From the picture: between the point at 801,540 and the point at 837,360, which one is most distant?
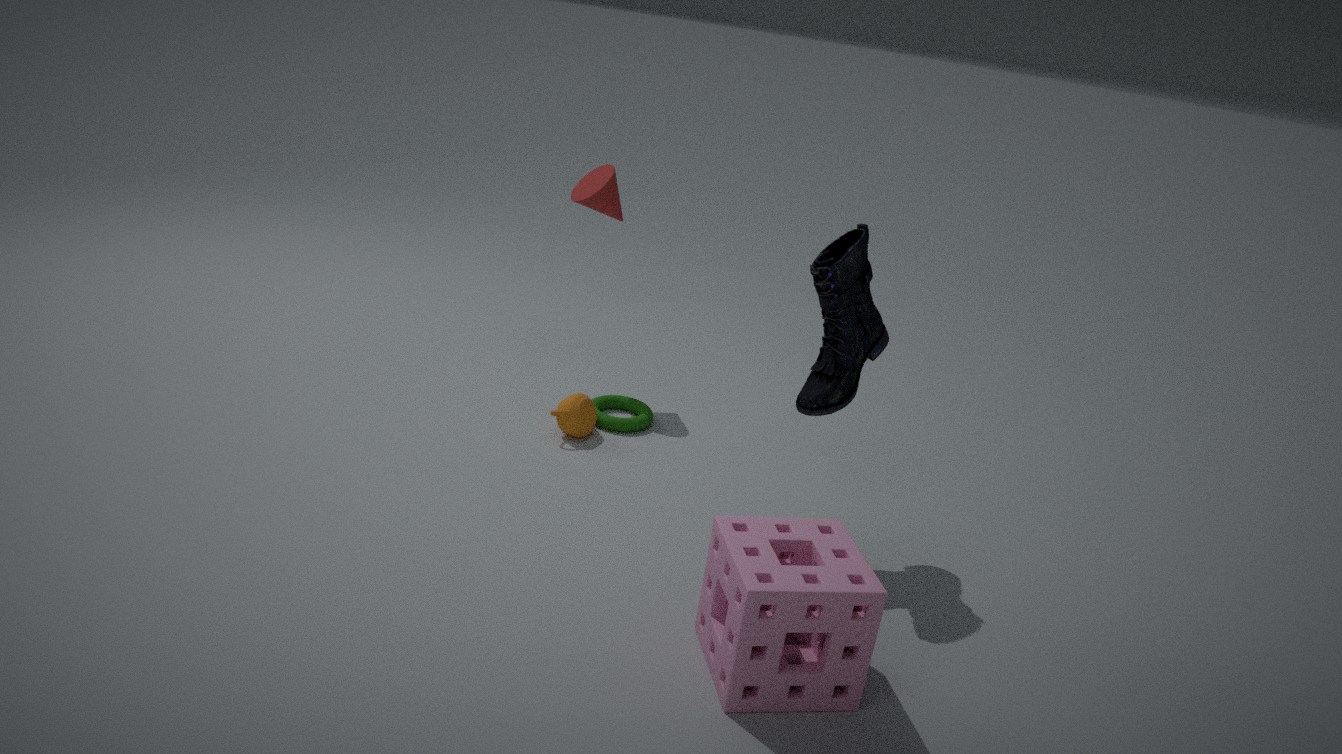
the point at 837,360
